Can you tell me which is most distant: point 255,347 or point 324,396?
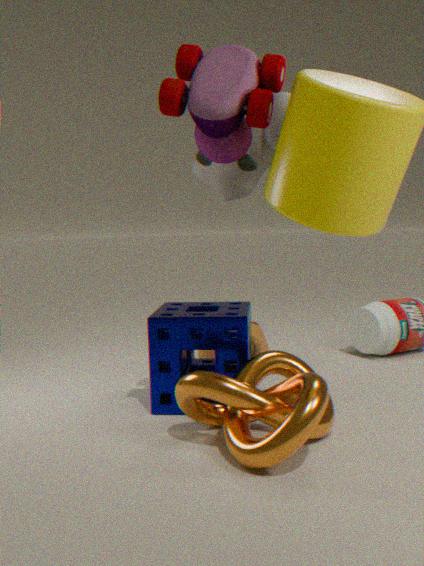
point 255,347
